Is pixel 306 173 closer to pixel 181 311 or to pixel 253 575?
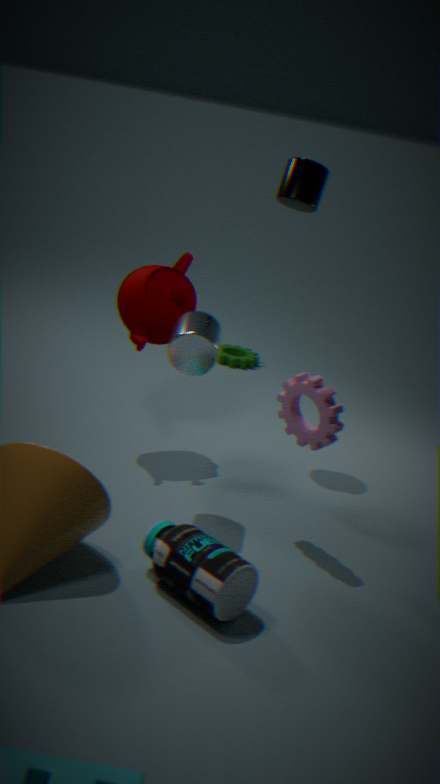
pixel 181 311
